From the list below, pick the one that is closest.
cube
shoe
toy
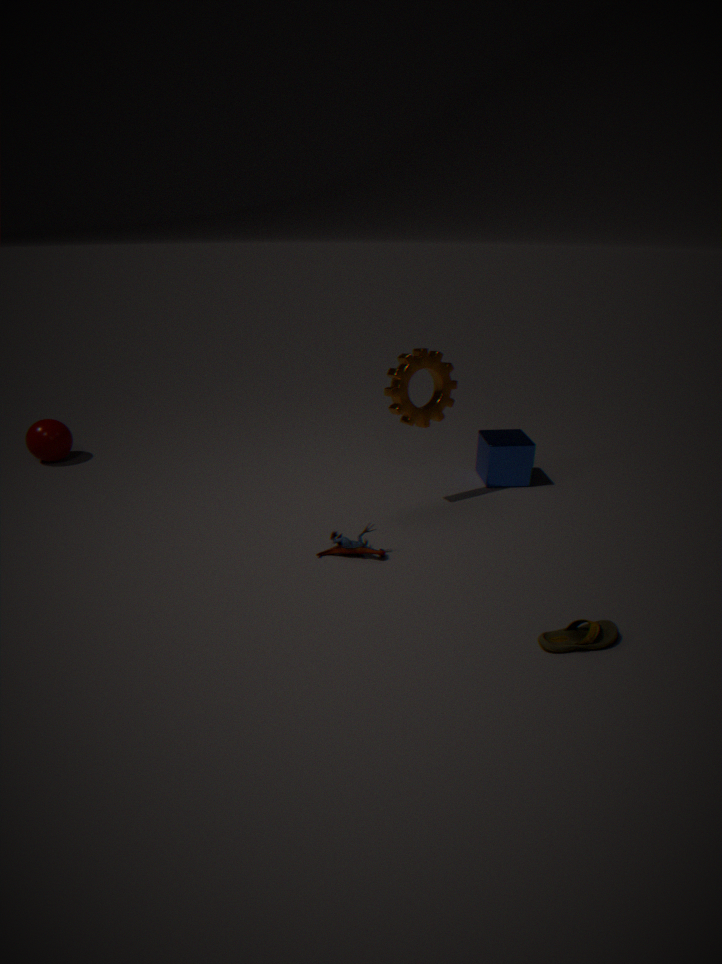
shoe
